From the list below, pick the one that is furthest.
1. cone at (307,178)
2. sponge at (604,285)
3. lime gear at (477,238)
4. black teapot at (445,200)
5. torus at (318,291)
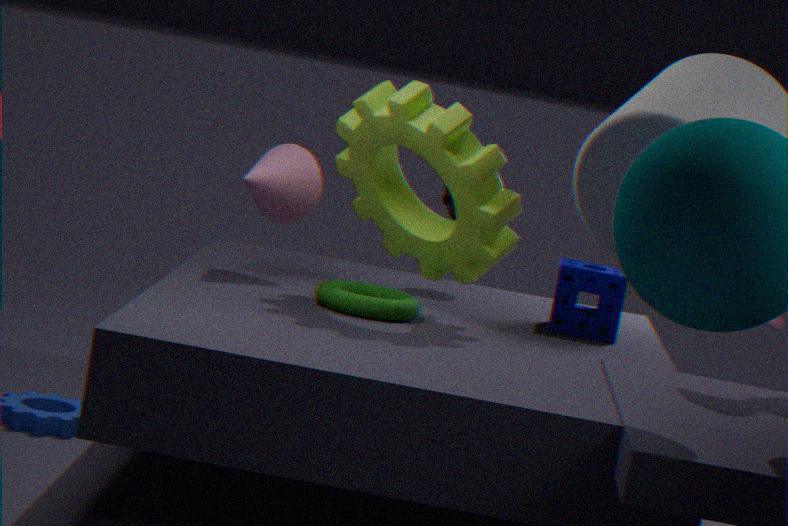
black teapot at (445,200)
